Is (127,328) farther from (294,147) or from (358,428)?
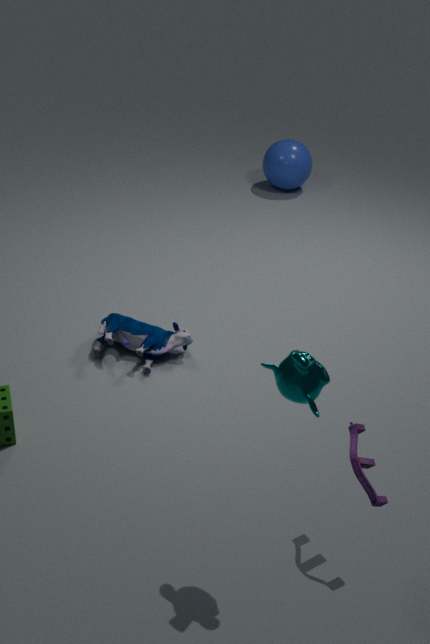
(294,147)
